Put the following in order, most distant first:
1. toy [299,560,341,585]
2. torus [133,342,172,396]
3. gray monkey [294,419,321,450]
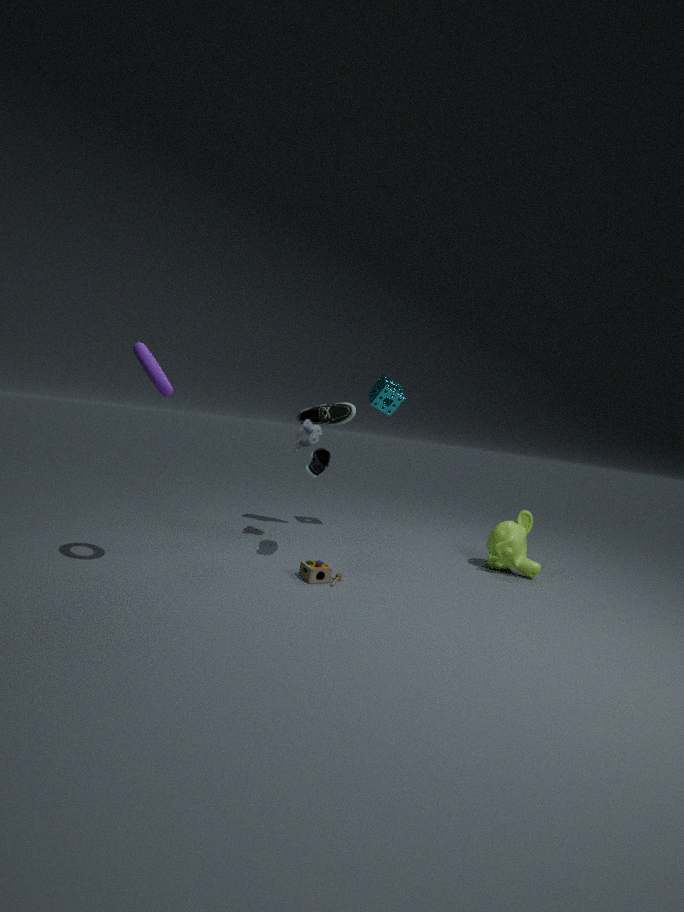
gray monkey [294,419,321,450] < toy [299,560,341,585] < torus [133,342,172,396]
